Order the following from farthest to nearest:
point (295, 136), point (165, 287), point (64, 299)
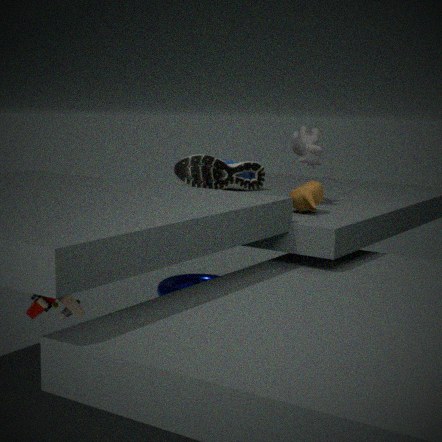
1. point (165, 287)
2. point (295, 136)
3. point (64, 299)
